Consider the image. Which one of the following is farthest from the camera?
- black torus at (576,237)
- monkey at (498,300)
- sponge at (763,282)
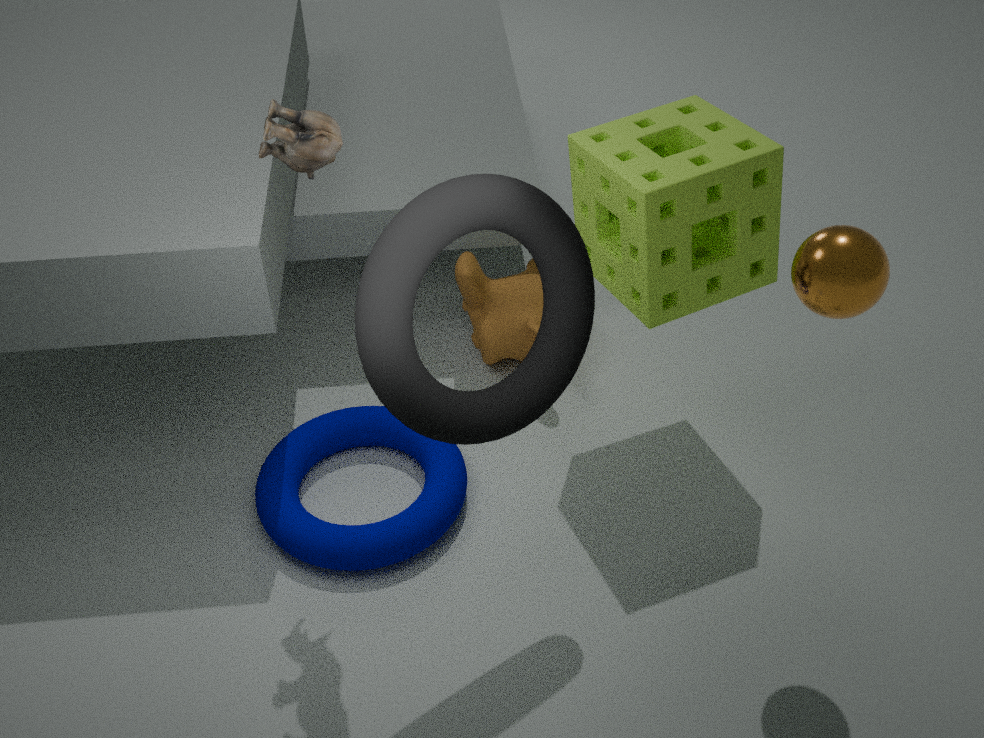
monkey at (498,300)
